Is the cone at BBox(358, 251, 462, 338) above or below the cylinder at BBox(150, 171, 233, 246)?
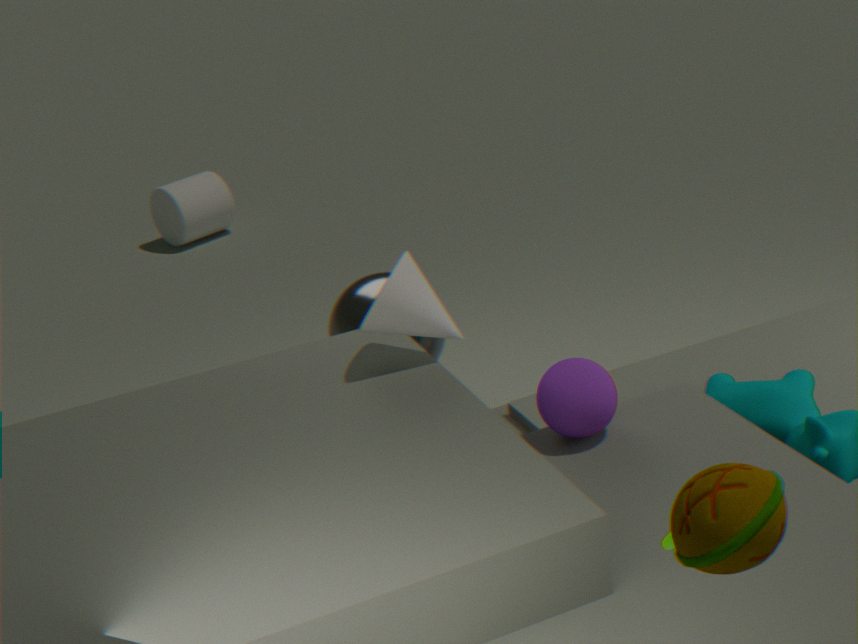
above
